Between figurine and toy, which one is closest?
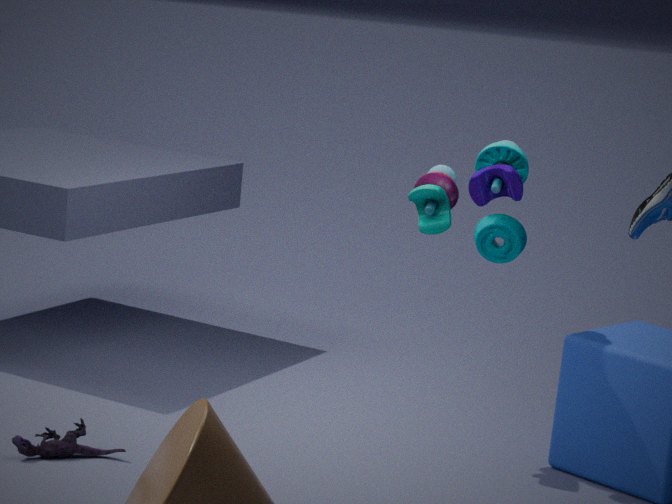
figurine
